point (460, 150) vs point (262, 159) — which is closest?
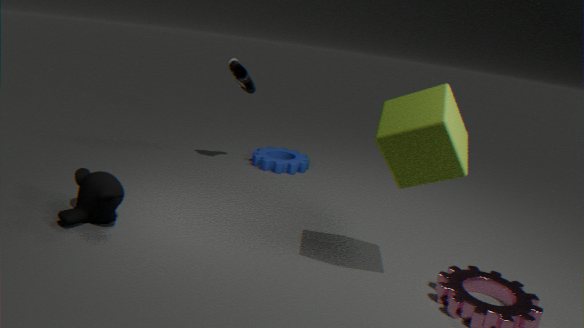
point (460, 150)
